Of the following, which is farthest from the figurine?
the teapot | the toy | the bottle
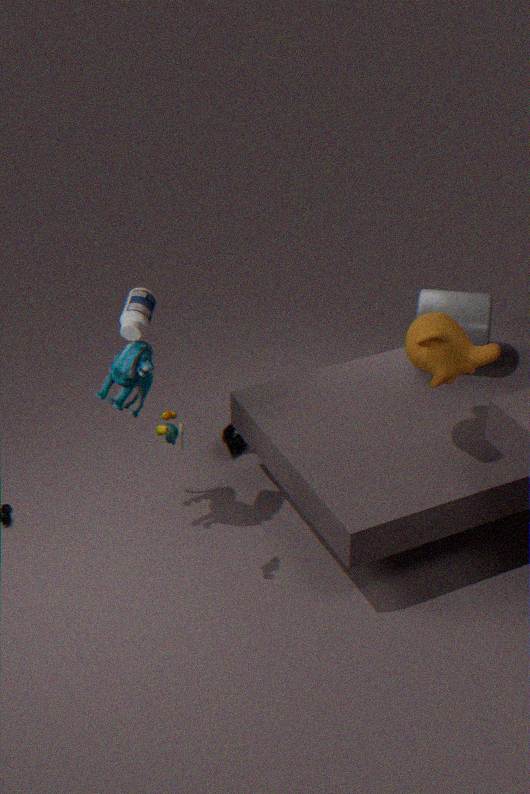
the teapot
